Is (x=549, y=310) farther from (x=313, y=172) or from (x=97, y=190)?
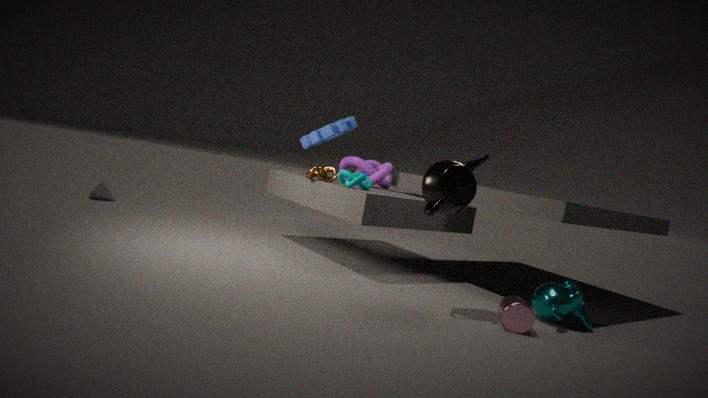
(x=97, y=190)
